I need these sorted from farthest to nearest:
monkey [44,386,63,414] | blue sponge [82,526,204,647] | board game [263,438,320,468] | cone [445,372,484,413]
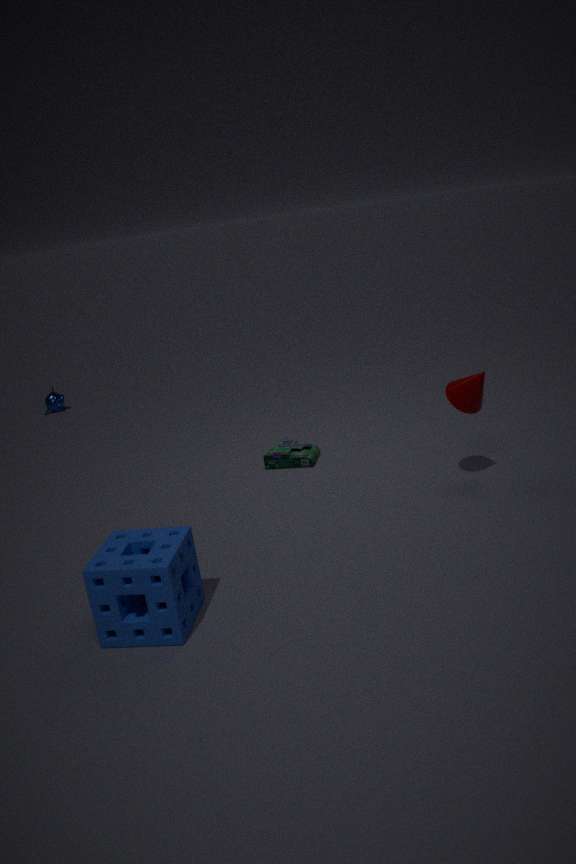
monkey [44,386,63,414], board game [263,438,320,468], cone [445,372,484,413], blue sponge [82,526,204,647]
